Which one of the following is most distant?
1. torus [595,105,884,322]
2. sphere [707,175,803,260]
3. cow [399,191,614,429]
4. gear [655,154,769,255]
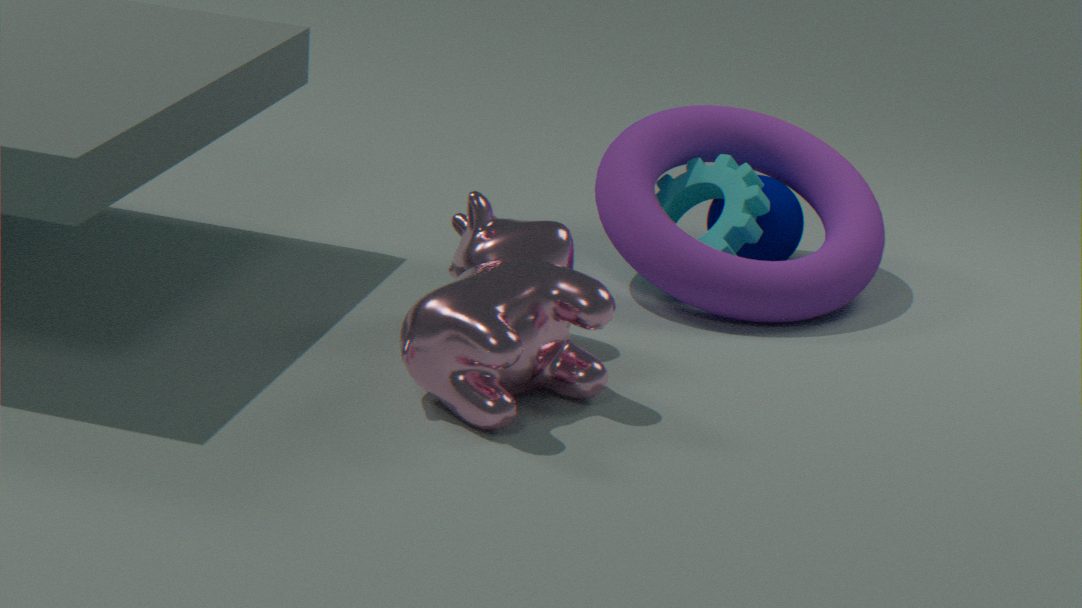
sphere [707,175,803,260]
